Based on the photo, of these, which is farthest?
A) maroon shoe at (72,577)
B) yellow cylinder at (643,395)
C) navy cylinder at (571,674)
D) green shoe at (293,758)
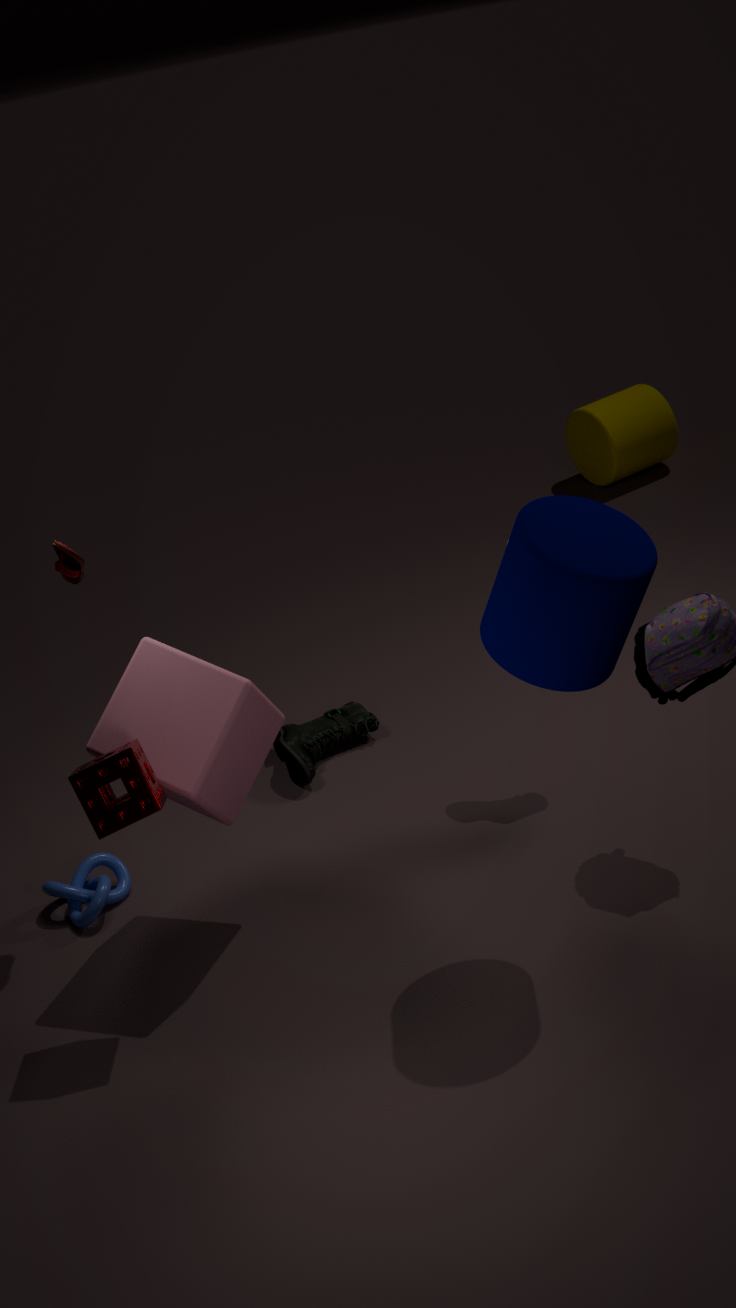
yellow cylinder at (643,395)
